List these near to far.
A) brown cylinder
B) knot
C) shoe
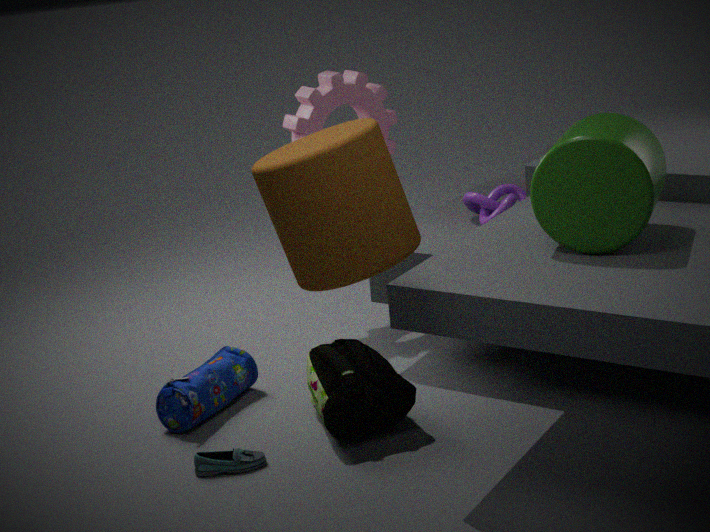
Answer: brown cylinder < shoe < knot
